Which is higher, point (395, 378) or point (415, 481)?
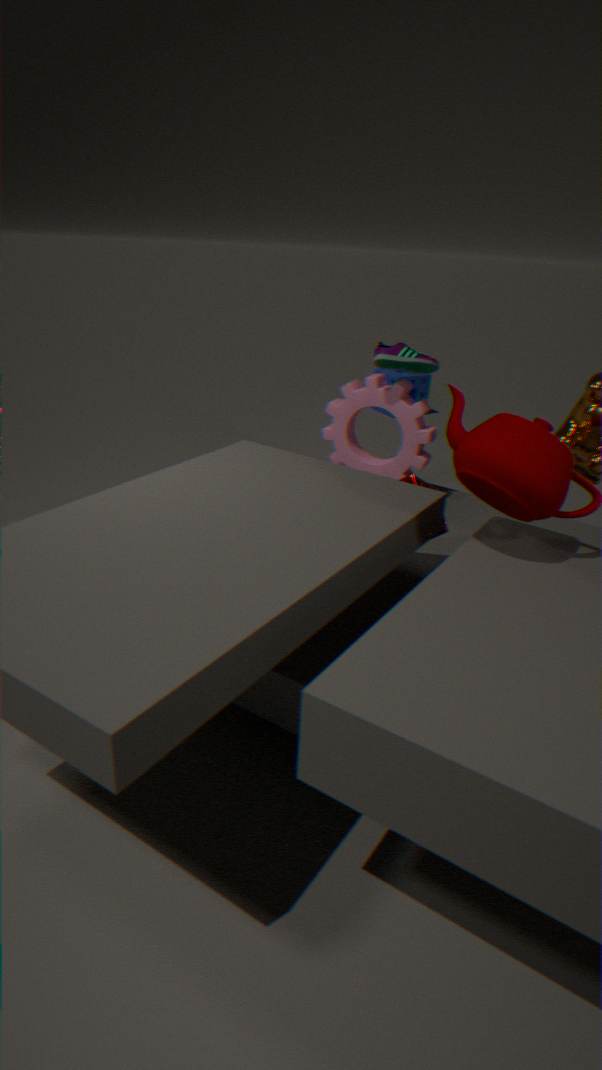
point (415, 481)
